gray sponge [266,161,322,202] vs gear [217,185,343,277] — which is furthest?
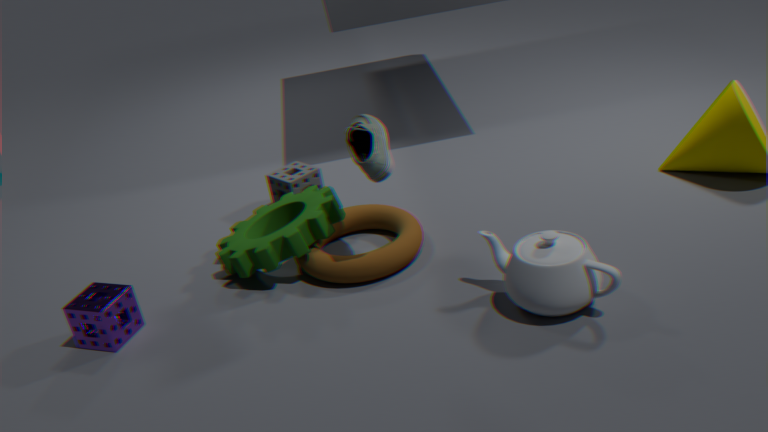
gray sponge [266,161,322,202]
